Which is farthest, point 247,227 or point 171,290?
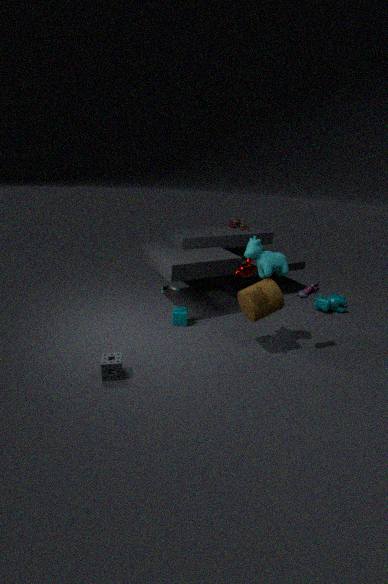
point 247,227
